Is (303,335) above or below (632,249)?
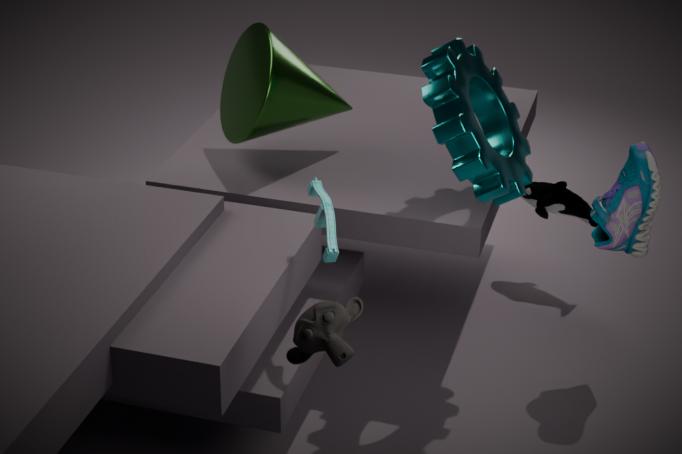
above
